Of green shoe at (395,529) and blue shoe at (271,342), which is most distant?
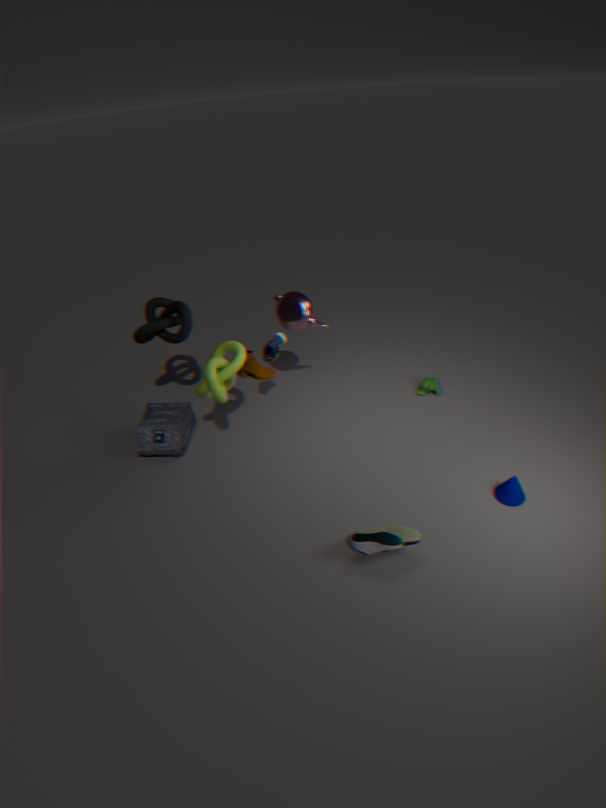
blue shoe at (271,342)
